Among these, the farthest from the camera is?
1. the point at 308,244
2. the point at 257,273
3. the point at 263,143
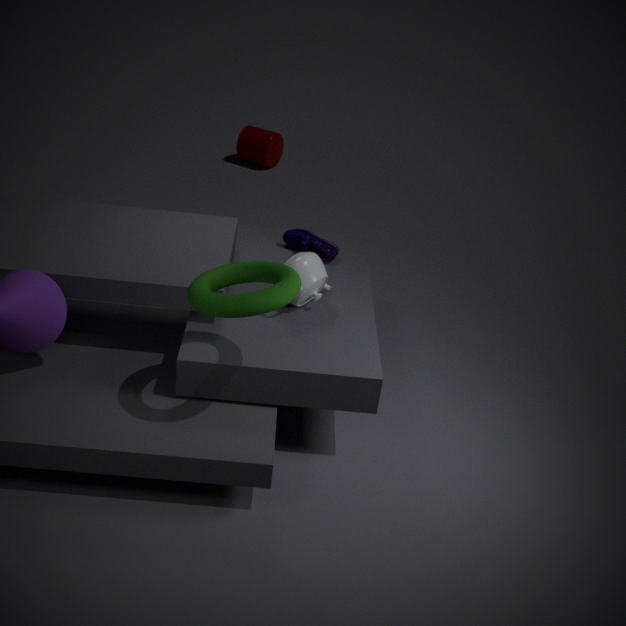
the point at 263,143
